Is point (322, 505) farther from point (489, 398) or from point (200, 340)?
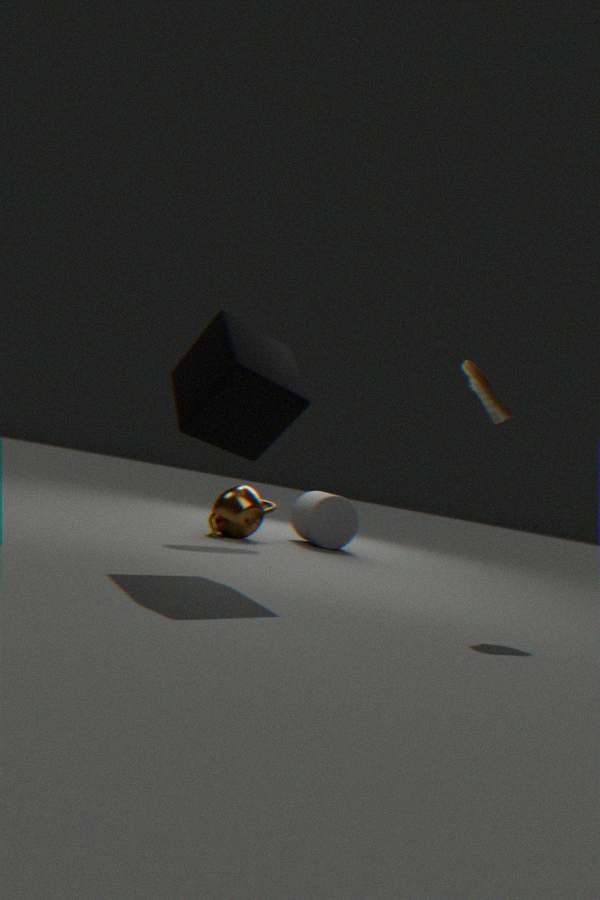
point (200, 340)
